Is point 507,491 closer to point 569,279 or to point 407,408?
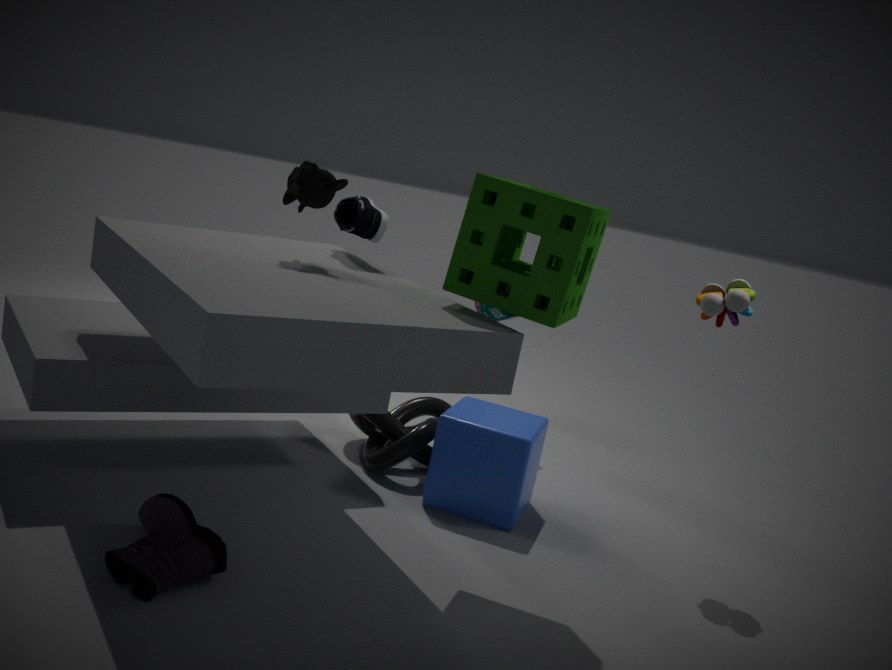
point 407,408
